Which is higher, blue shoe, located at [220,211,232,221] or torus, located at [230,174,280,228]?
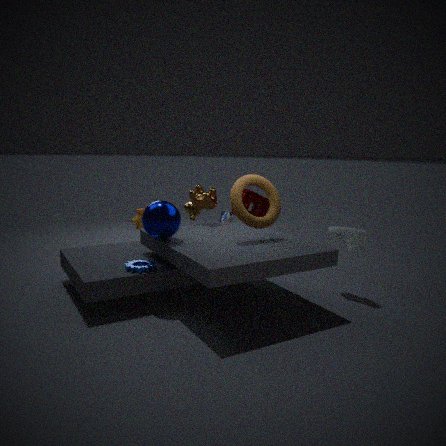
torus, located at [230,174,280,228]
